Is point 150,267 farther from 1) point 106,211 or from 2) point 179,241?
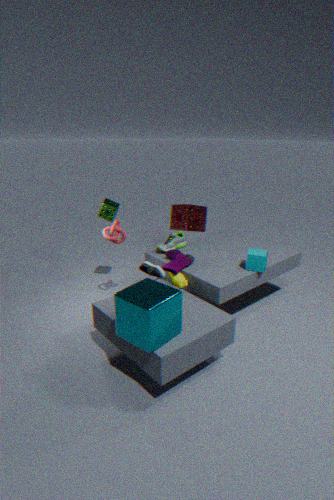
1) point 106,211
